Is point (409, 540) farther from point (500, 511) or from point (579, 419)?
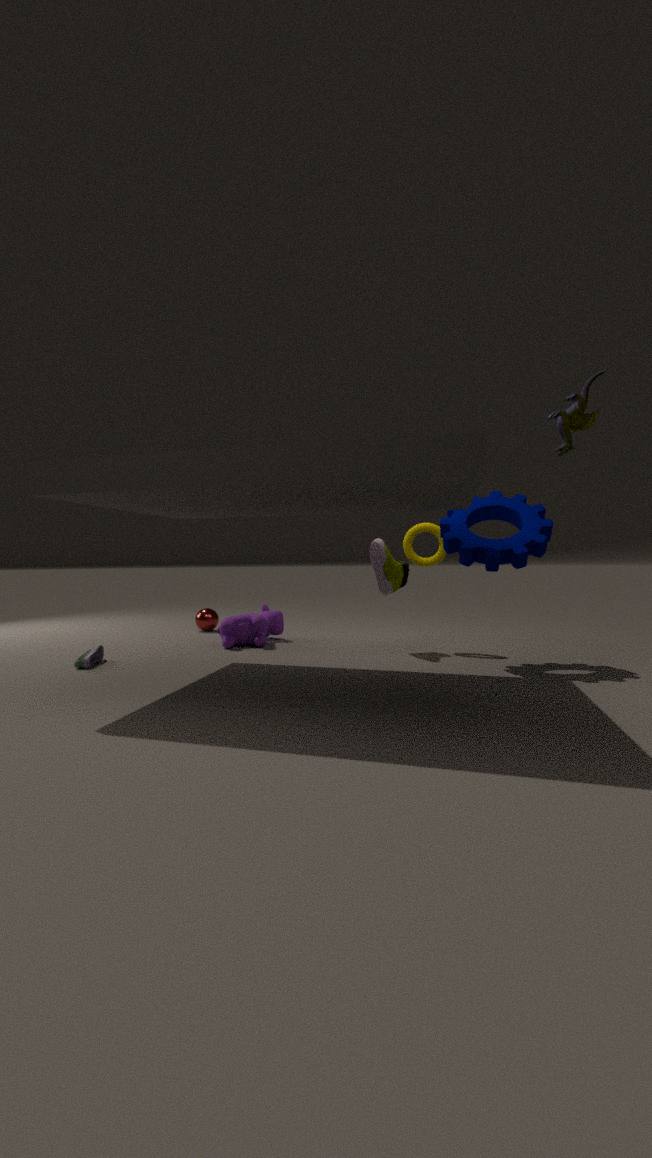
point (579, 419)
